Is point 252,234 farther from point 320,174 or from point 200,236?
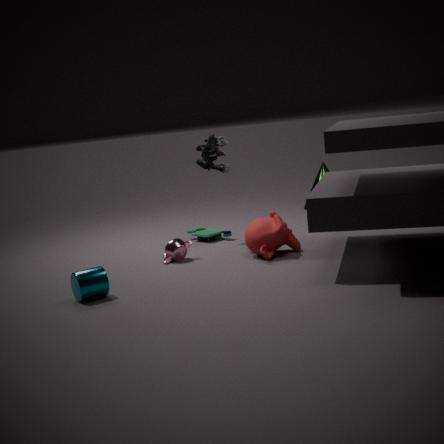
point 320,174
